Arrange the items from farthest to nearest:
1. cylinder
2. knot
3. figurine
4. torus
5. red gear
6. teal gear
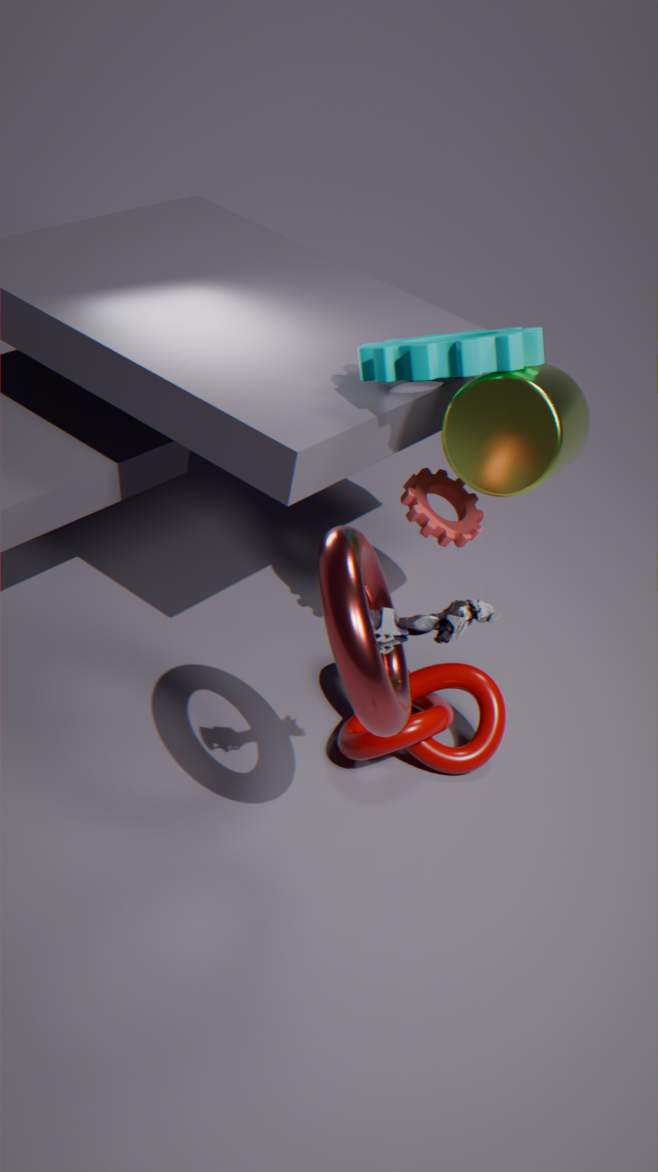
red gear, knot, cylinder, teal gear, figurine, torus
